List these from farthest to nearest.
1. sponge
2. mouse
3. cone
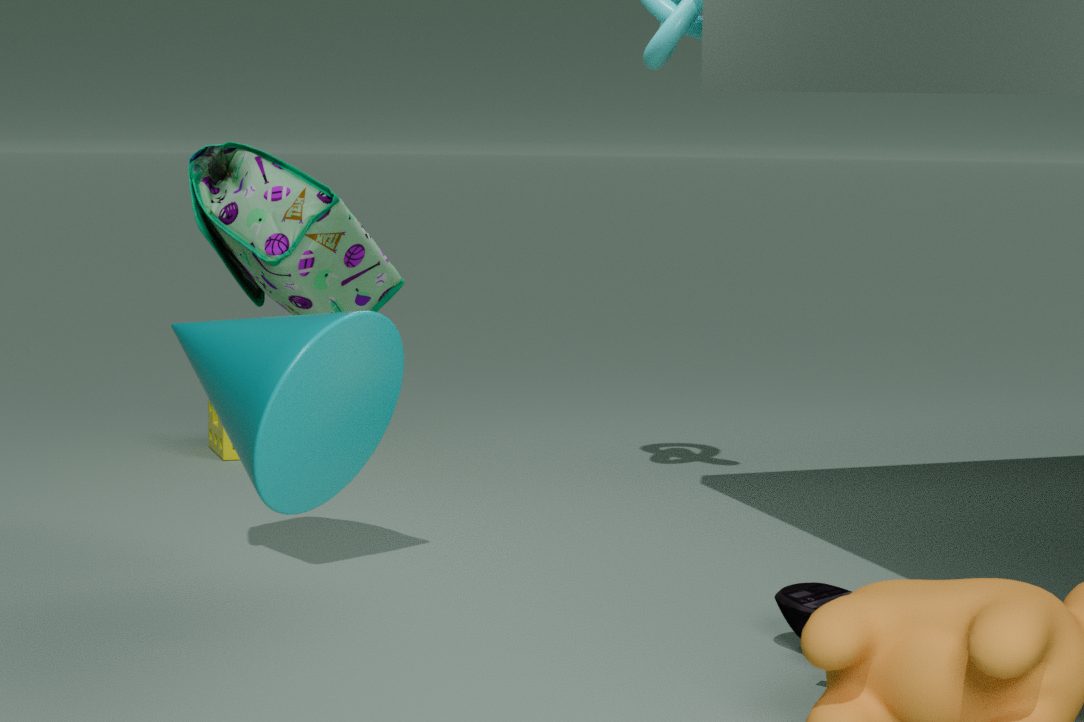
sponge
mouse
cone
